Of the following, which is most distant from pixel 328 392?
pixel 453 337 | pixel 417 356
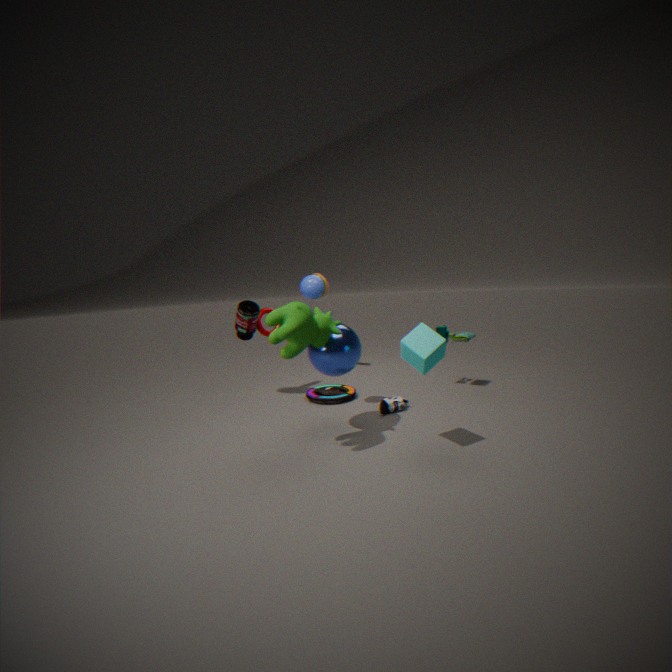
pixel 417 356
